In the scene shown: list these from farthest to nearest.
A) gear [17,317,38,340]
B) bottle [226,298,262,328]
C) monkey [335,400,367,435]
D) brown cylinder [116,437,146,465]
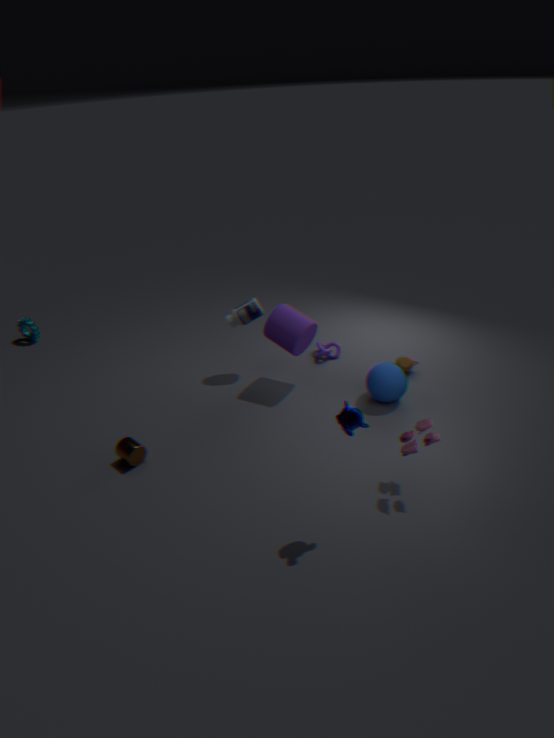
1. gear [17,317,38,340]
2. bottle [226,298,262,328]
3. brown cylinder [116,437,146,465]
4. monkey [335,400,367,435]
